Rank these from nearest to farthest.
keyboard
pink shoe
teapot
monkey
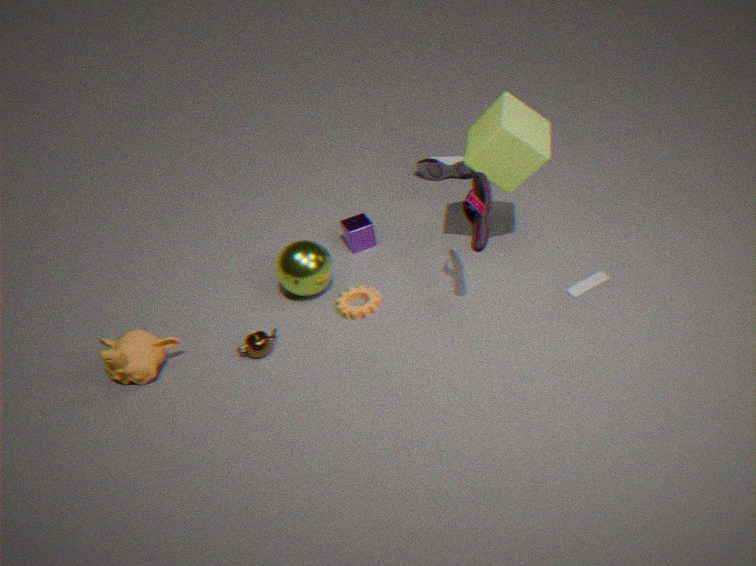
pink shoe, monkey, teapot, keyboard
